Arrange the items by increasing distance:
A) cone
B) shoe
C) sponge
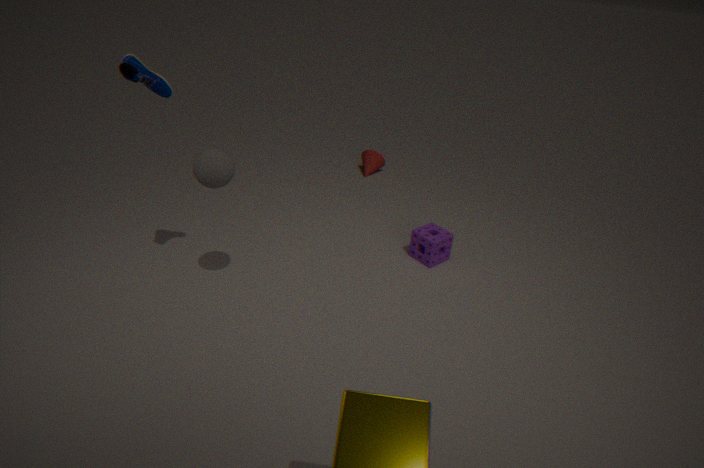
shoe → sponge → cone
